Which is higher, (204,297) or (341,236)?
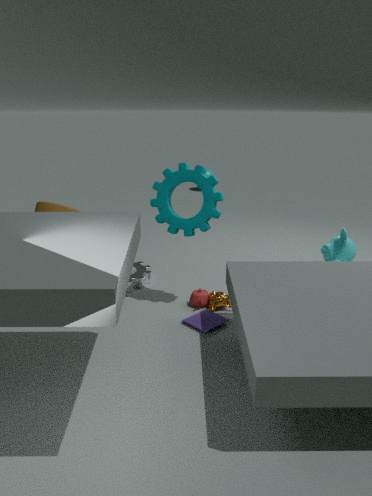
(341,236)
